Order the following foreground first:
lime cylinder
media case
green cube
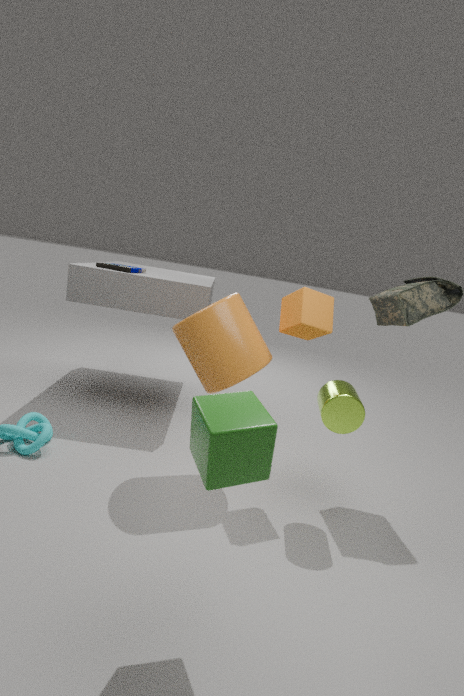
1. green cube
2. lime cylinder
3. media case
